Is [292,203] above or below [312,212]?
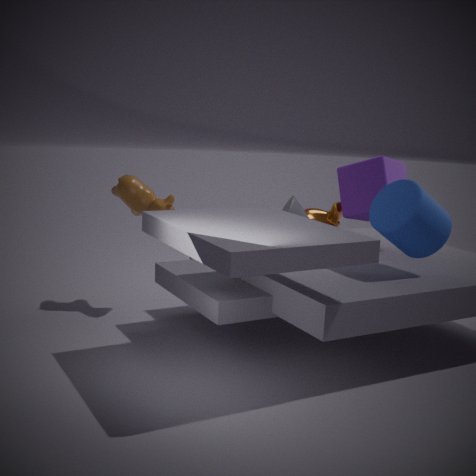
above
